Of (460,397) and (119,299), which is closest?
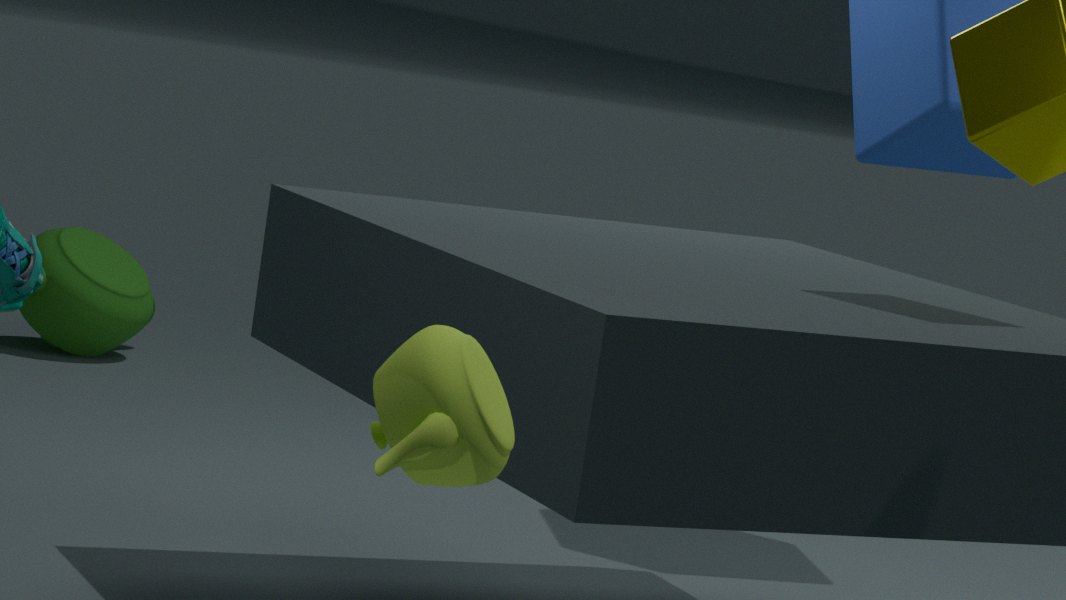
(460,397)
